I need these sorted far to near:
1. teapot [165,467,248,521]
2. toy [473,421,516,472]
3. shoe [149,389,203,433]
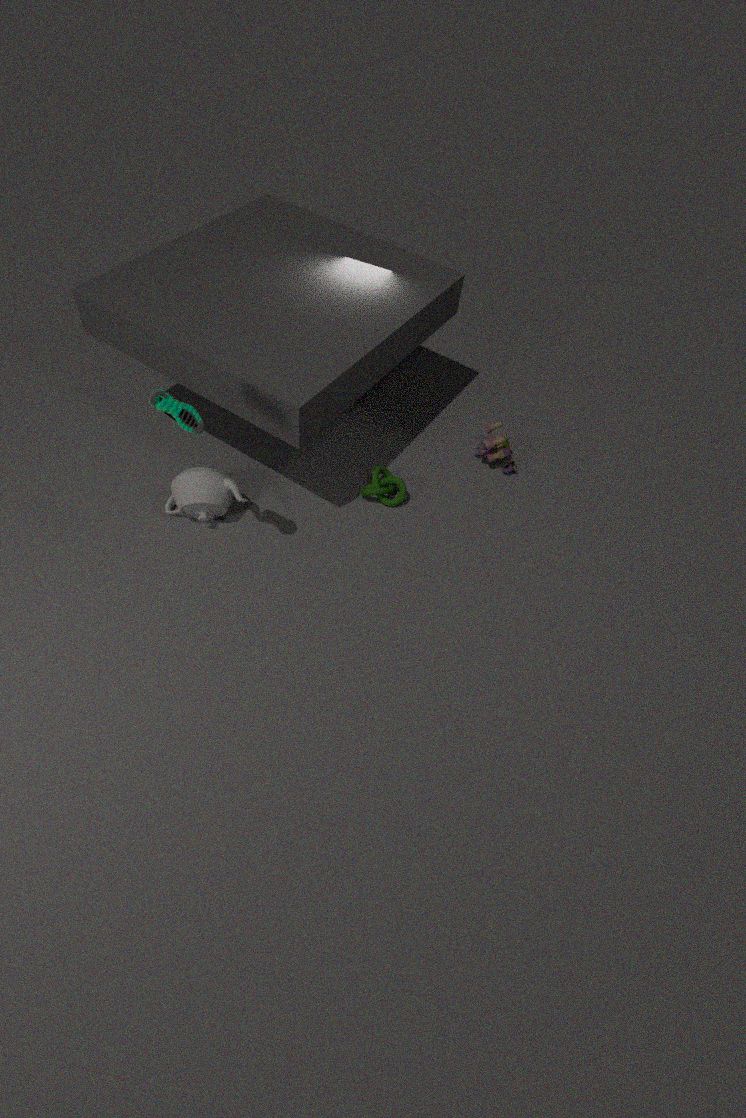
toy [473,421,516,472] < teapot [165,467,248,521] < shoe [149,389,203,433]
